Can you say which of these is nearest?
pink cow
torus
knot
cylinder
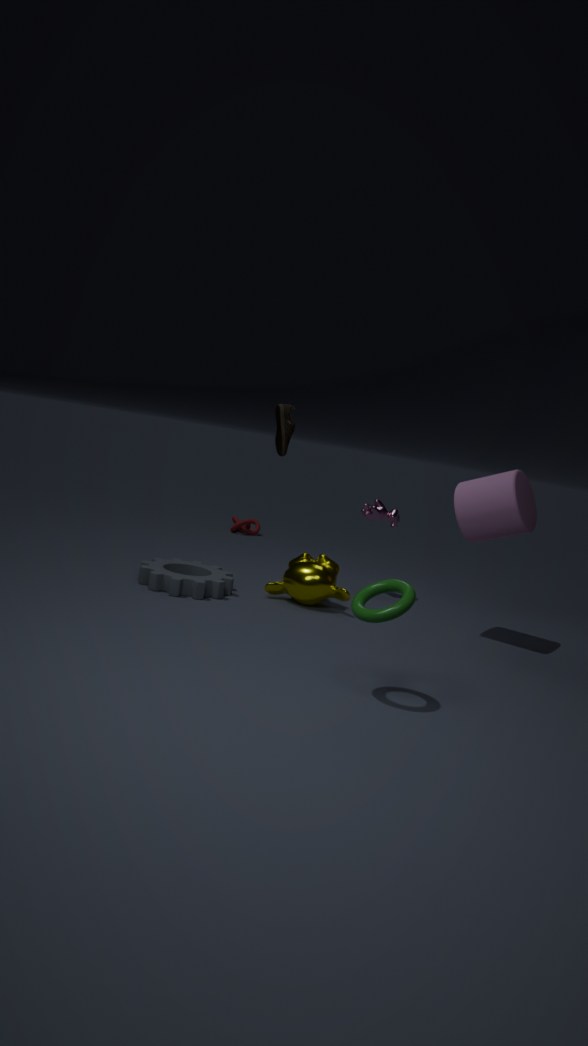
torus
